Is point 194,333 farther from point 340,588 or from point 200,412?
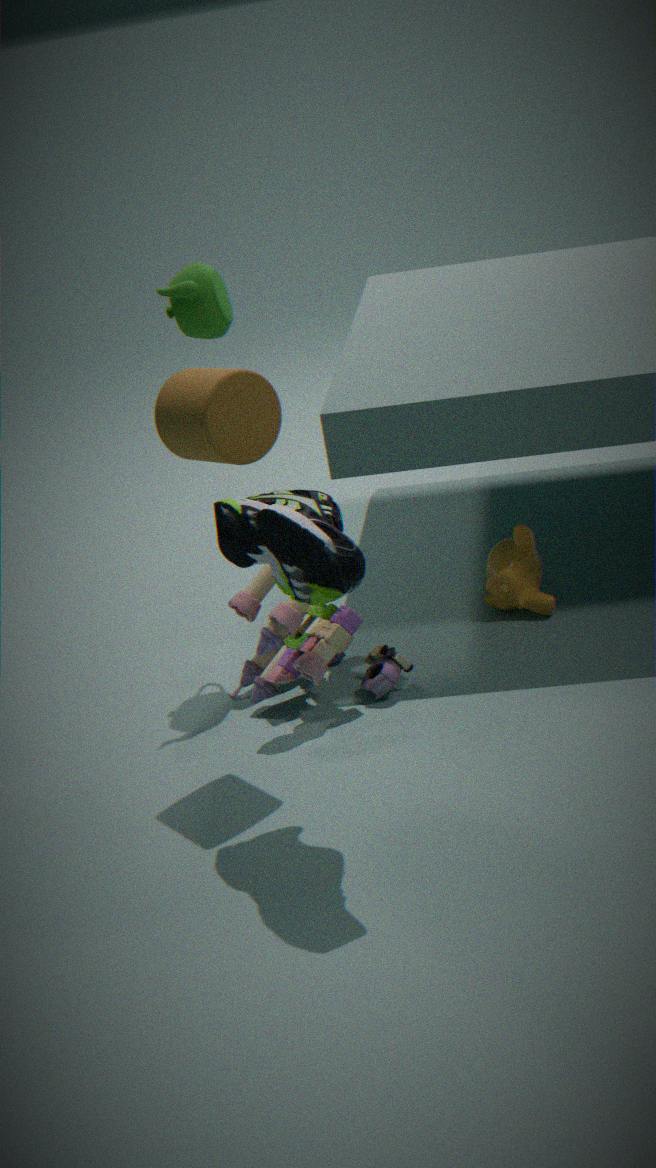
point 340,588
